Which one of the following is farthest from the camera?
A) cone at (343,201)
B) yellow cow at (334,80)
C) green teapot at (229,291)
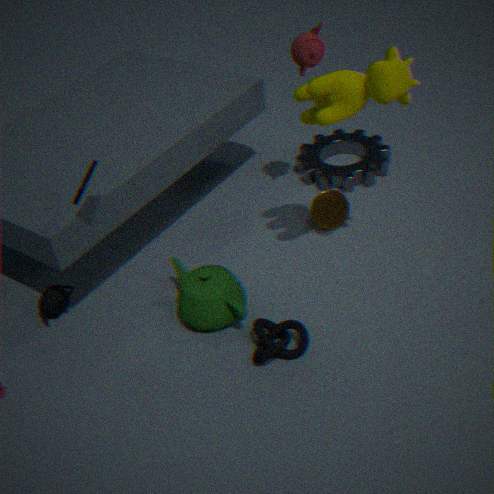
cone at (343,201)
